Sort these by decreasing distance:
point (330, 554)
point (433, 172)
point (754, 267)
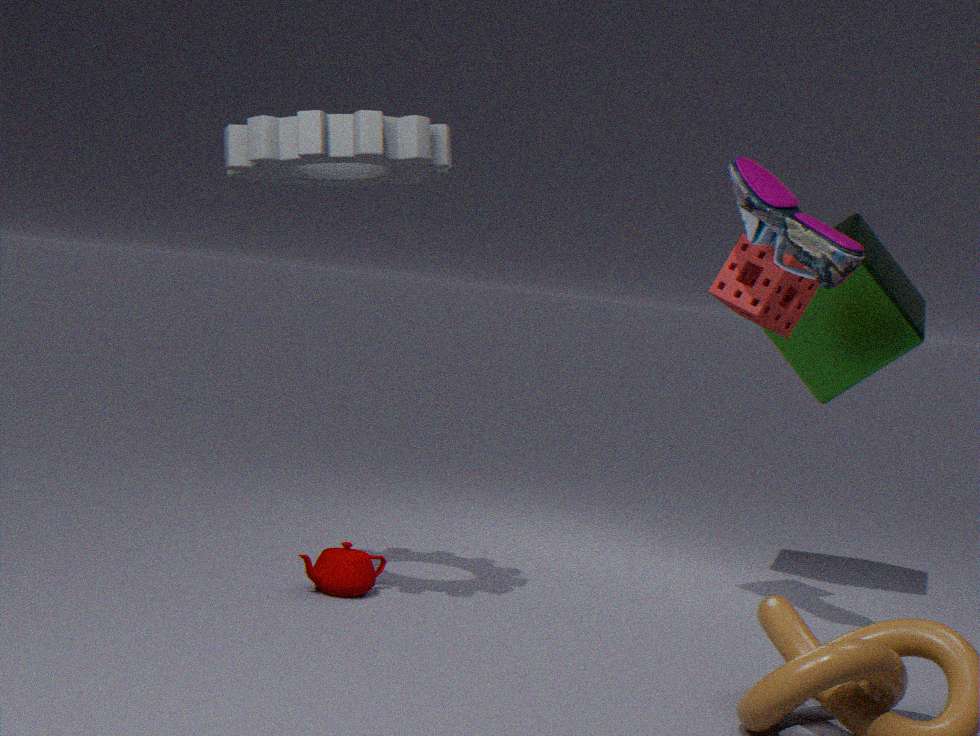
point (754, 267), point (330, 554), point (433, 172)
